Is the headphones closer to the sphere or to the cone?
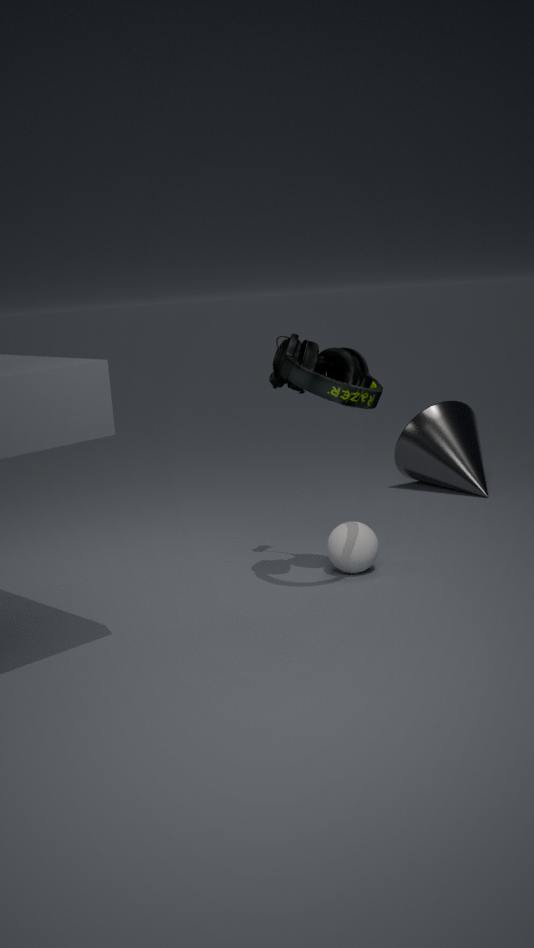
the sphere
